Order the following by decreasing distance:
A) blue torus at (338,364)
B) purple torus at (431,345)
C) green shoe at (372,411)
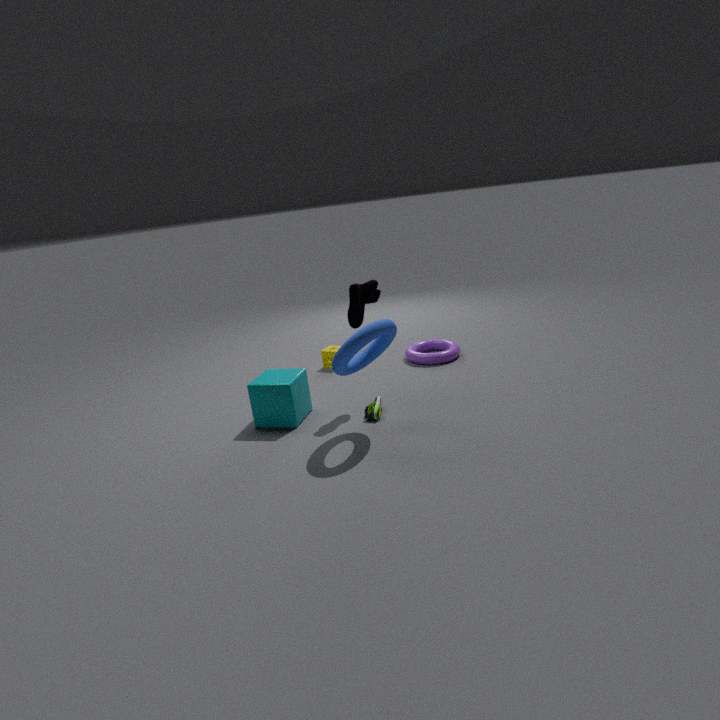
purple torus at (431,345)
green shoe at (372,411)
blue torus at (338,364)
